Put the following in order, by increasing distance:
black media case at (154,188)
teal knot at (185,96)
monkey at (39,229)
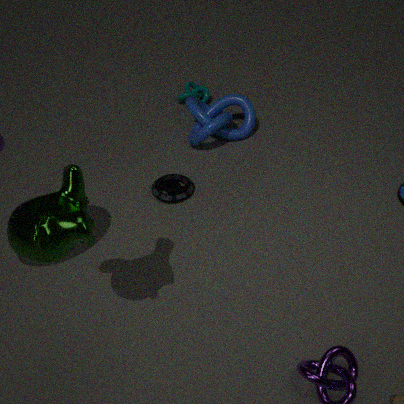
monkey at (39,229) < black media case at (154,188) < teal knot at (185,96)
